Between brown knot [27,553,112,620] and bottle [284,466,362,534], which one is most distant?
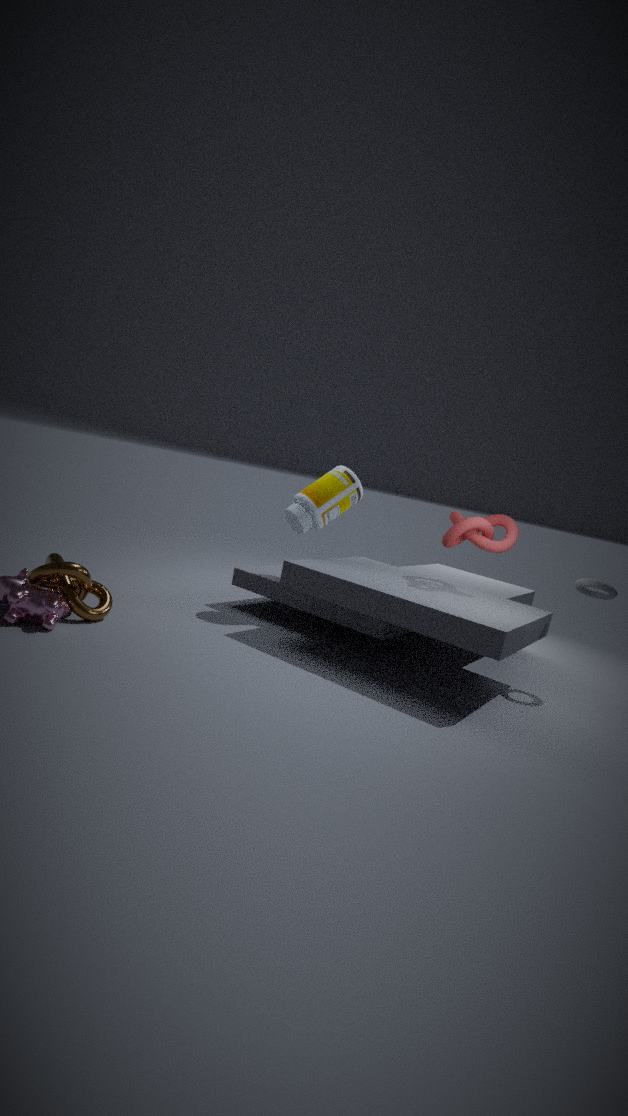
bottle [284,466,362,534]
